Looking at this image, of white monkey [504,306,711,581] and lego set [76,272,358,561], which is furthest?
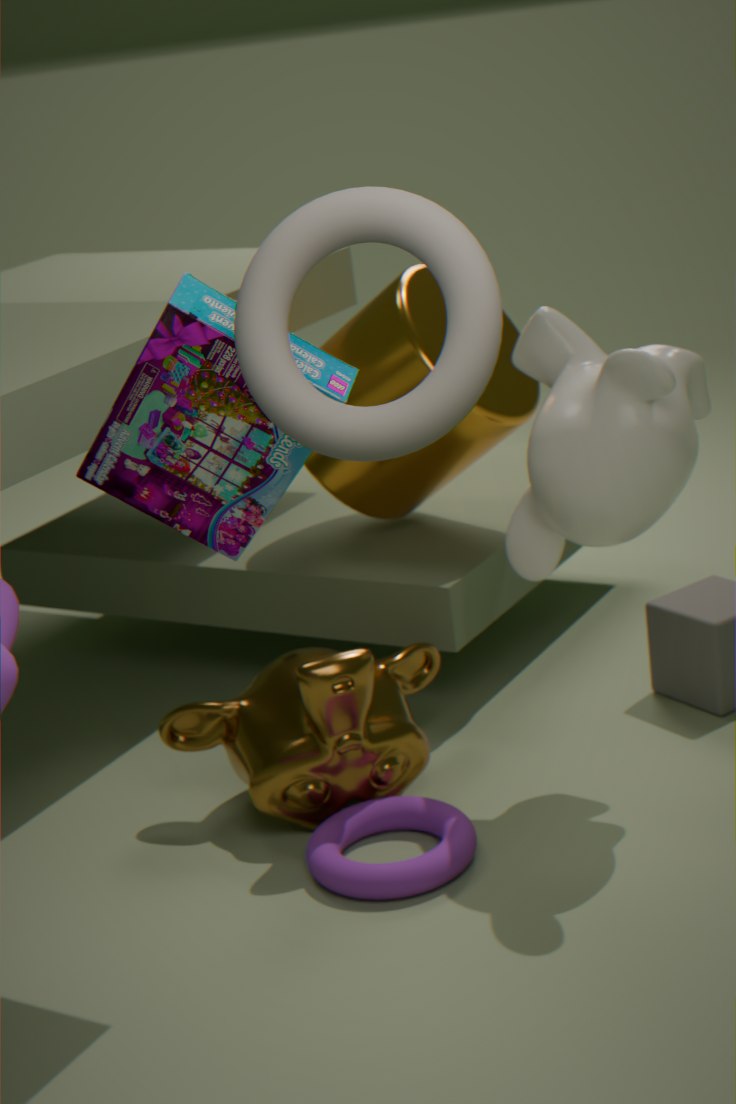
white monkey [504,306,711,581]
